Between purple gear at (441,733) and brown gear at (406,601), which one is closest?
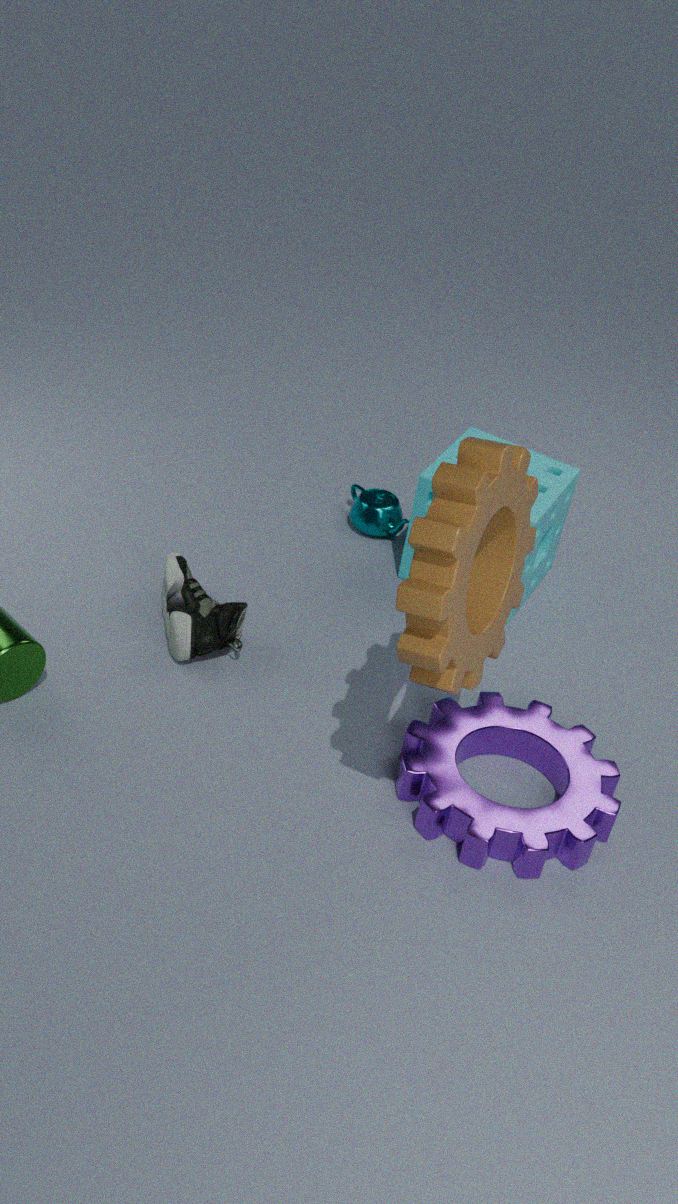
brown gear at (406,601)
